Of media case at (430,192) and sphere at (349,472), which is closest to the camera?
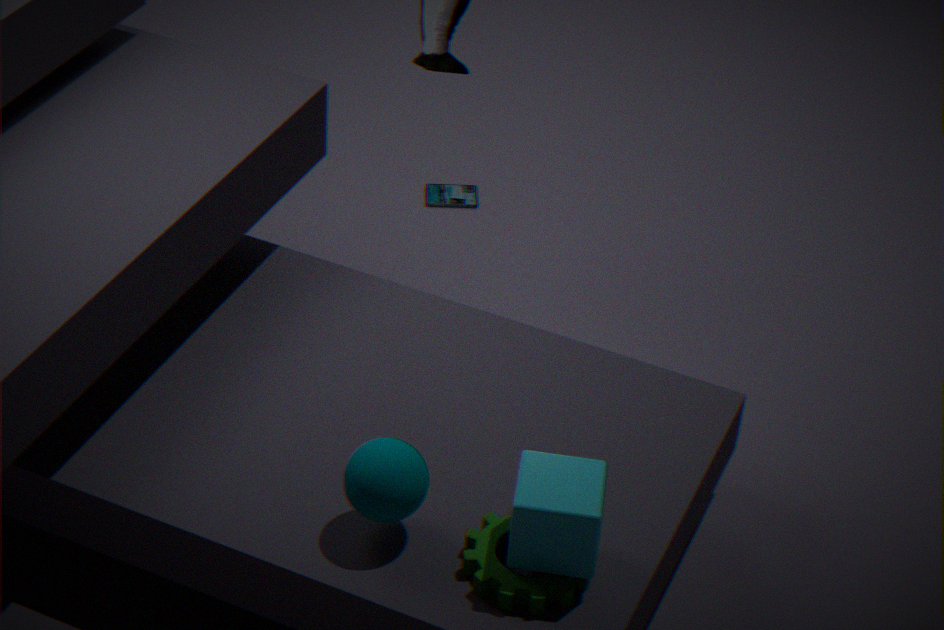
sphere at (349,472)
